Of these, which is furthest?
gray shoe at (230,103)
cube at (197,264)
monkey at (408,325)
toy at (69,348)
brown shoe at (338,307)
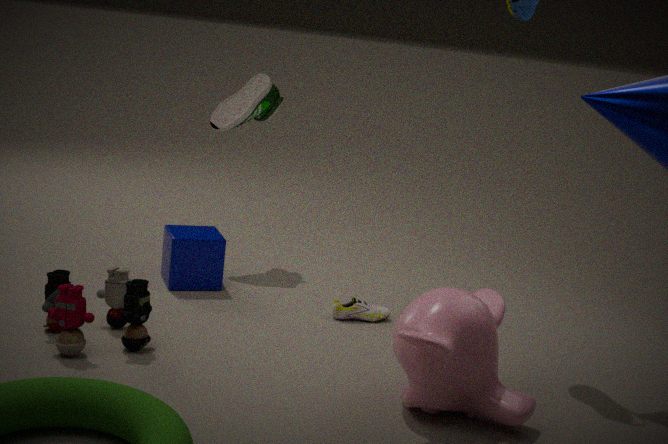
gray shoe at (230,103)
